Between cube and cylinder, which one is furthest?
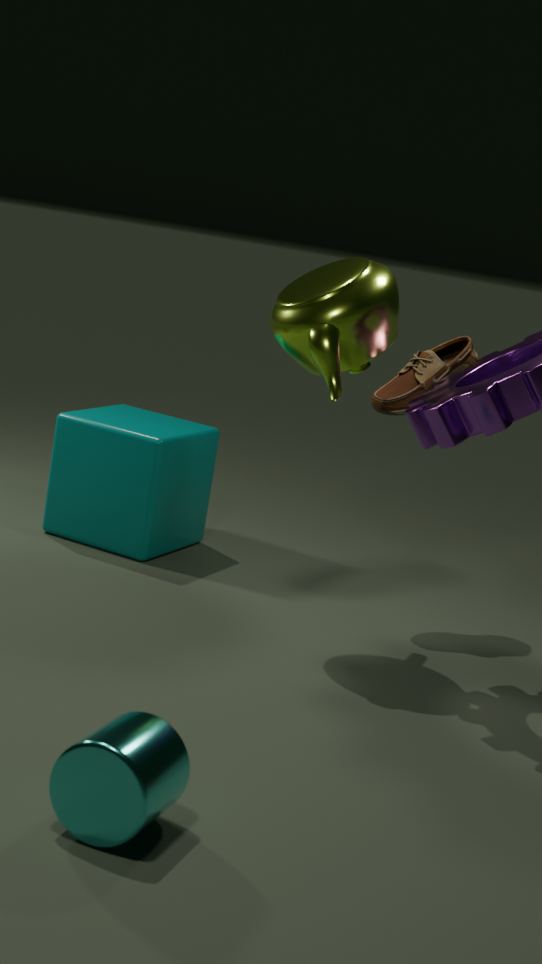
cube
